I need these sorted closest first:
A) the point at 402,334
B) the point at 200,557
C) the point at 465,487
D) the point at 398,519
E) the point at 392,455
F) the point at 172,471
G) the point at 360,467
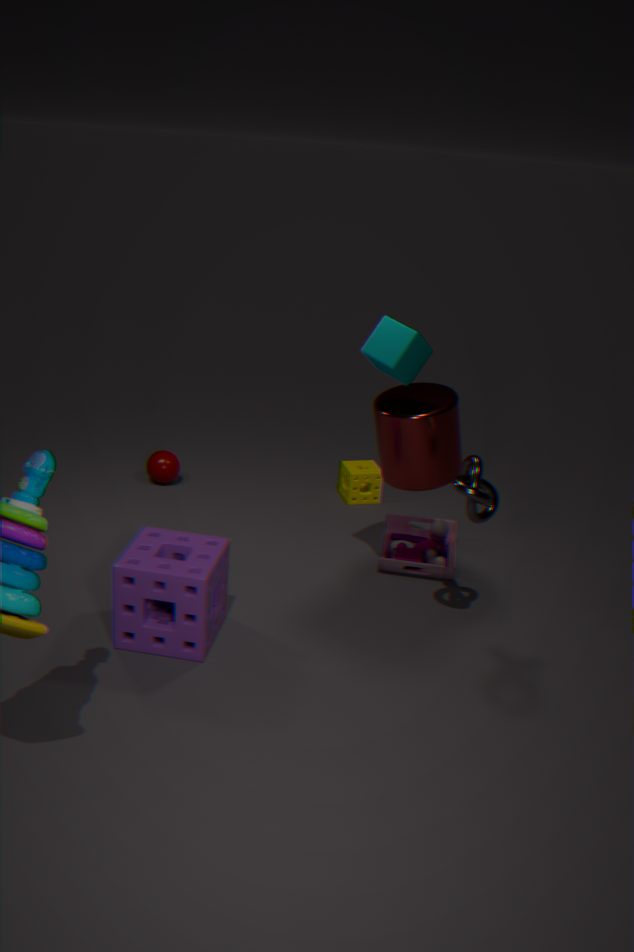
1. the point at 465,487
2. the point at 200,557
3. the point at 402,334
4. the point at 392,455
5. the point at 398,519
6. the point at 172,471
7. the point at 360,467
